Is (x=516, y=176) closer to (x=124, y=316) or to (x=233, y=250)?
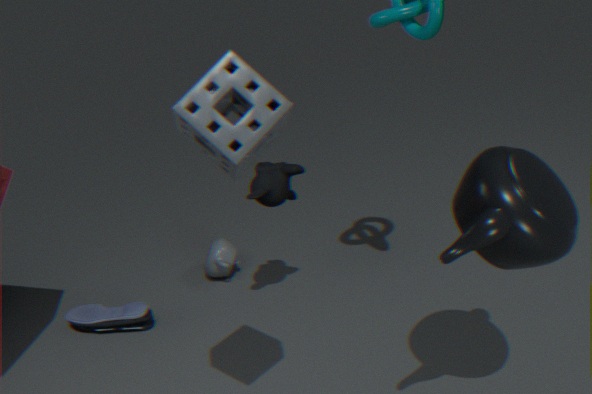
(x=233, y=250)
